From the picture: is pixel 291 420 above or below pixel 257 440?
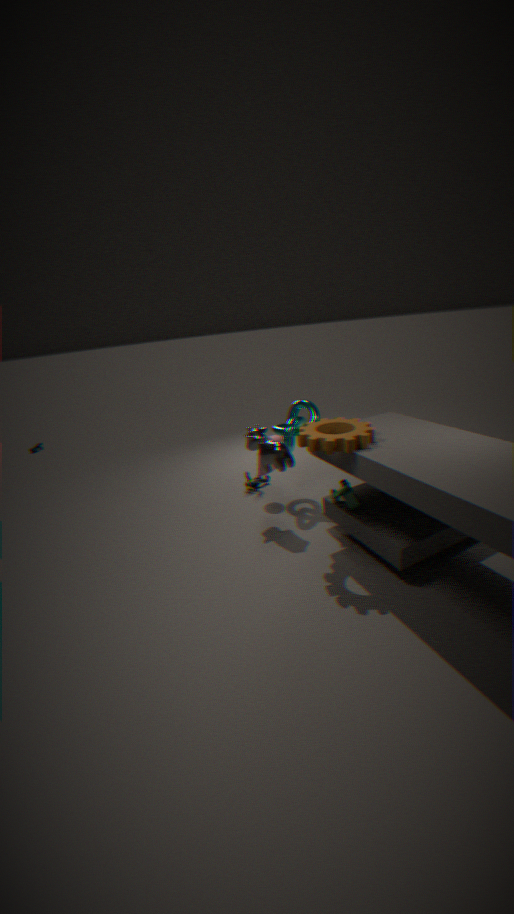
above
